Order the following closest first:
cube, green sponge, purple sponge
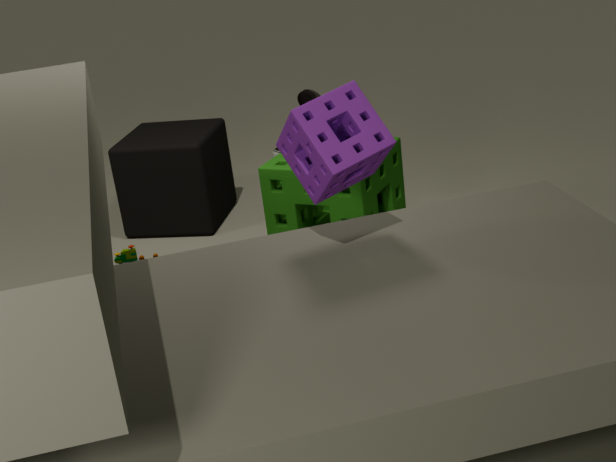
purple sponge → green sponge → cube
